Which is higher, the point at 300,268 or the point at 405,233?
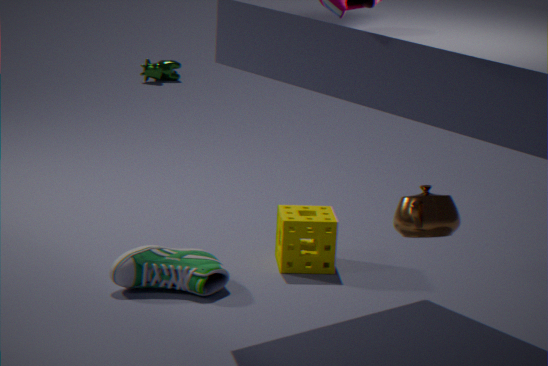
the point at 405,233
